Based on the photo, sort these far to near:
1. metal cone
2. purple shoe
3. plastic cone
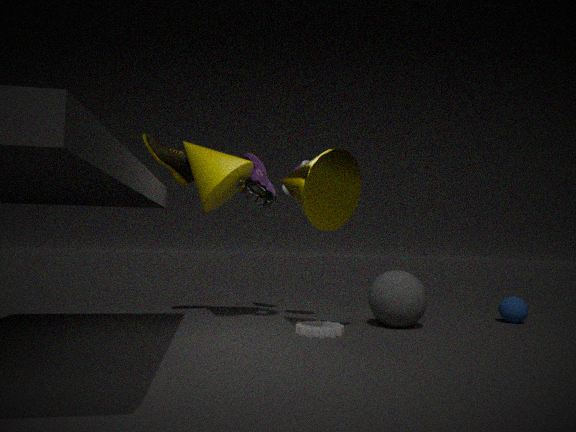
purple shoe
plastic cone
metal cone
